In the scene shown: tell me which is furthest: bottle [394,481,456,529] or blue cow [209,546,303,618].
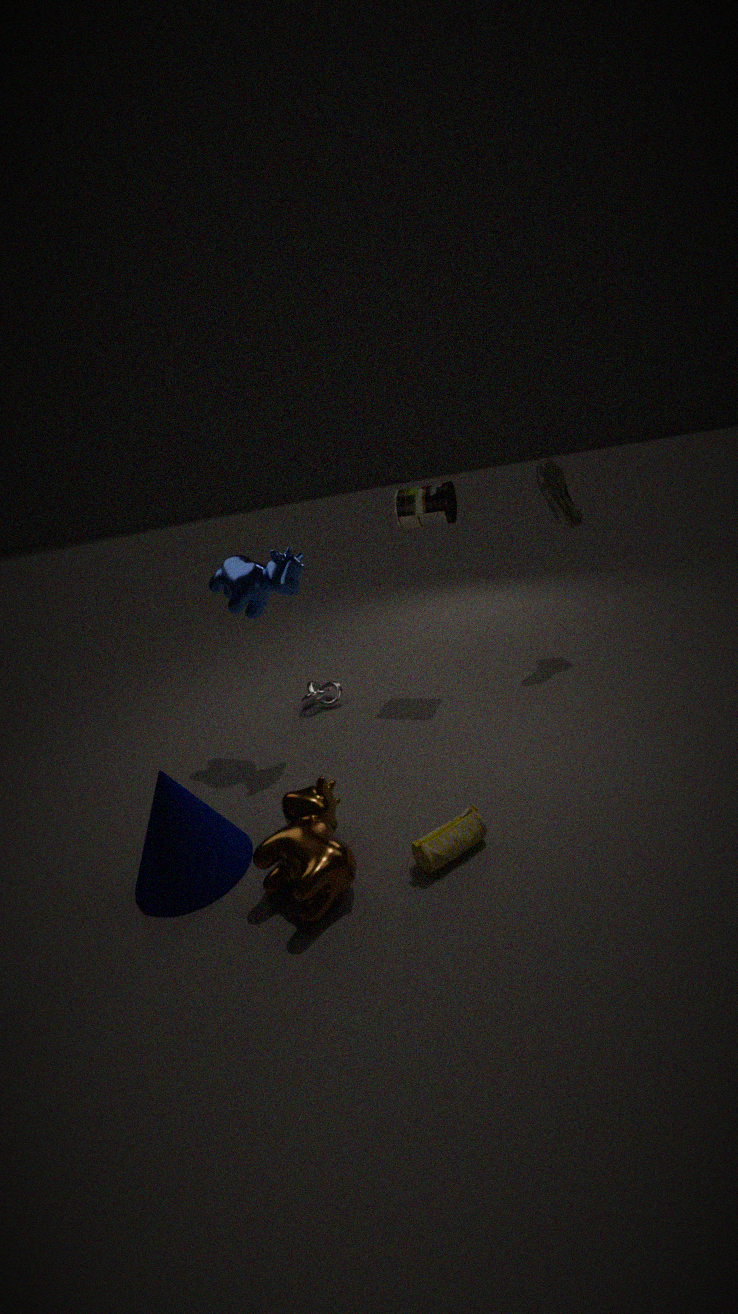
bottle [394,481,456,529]
